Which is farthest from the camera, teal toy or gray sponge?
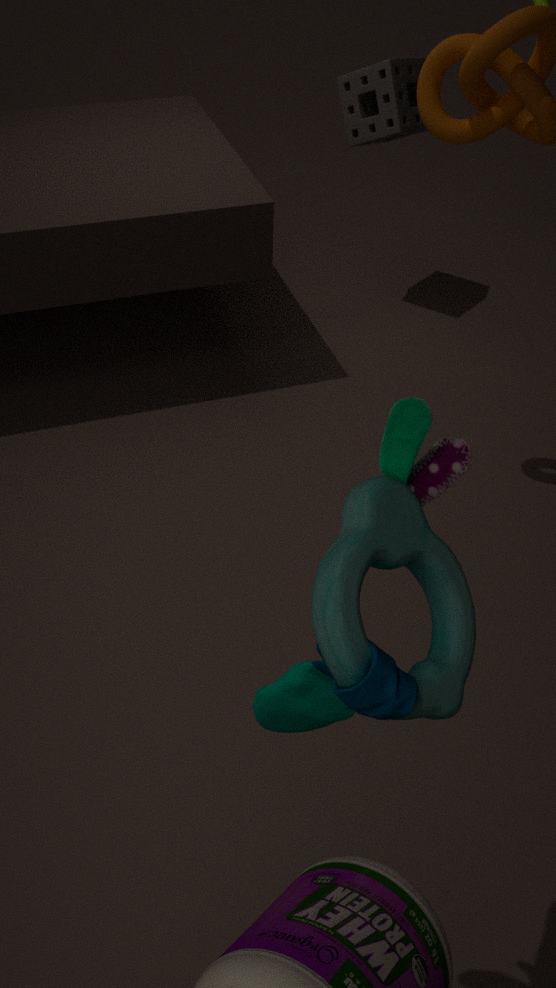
gray sponge
